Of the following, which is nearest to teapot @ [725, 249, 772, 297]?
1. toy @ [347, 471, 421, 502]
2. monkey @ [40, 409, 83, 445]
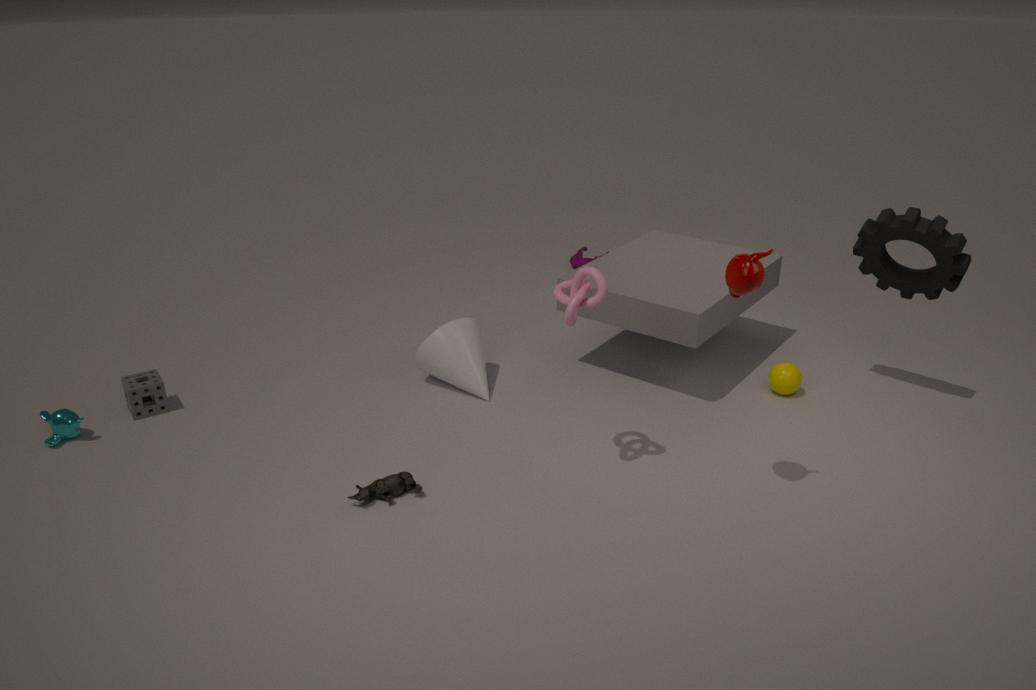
toy @ [347, 471, 421, 502]
